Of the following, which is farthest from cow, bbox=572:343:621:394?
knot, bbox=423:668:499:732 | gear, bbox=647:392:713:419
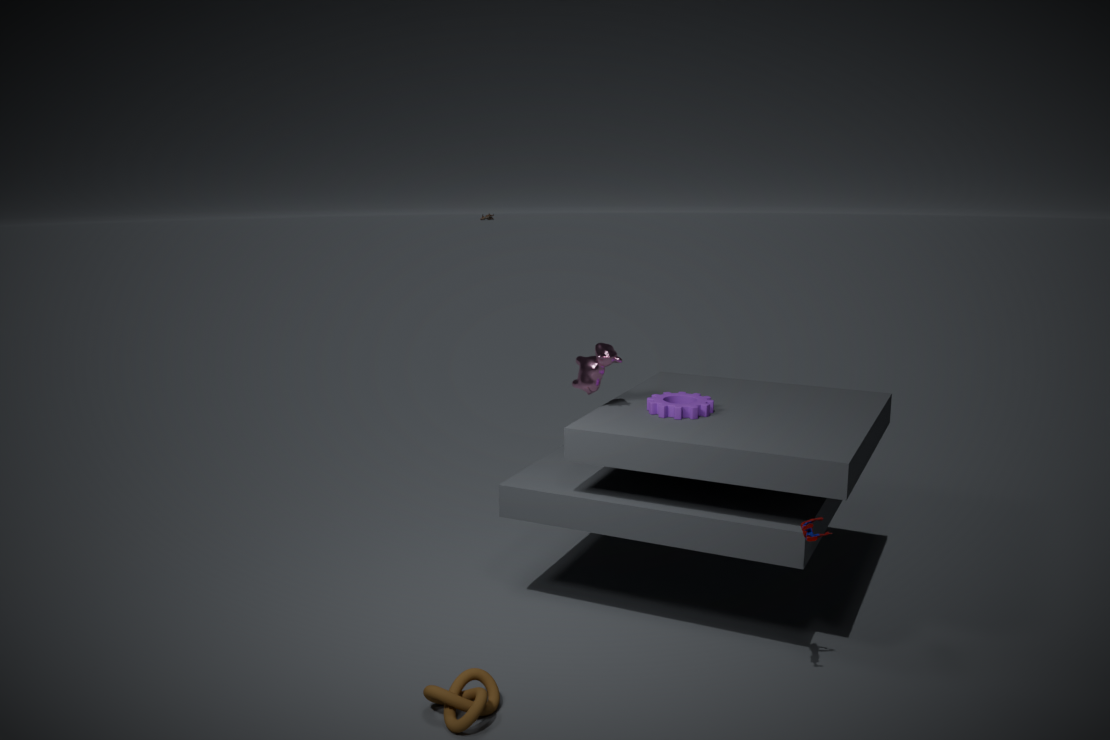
knot, bbox=423:668:499:732
